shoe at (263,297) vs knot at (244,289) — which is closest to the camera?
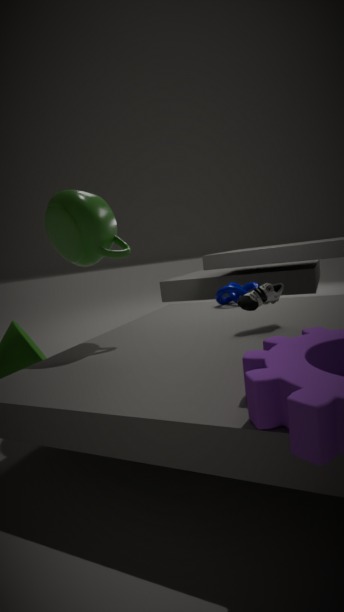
shoe at (263,297)
